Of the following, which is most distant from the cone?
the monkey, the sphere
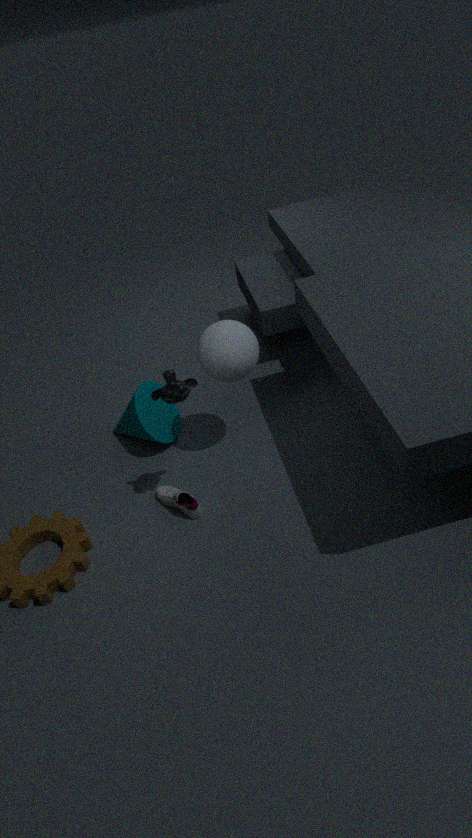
the monkey
